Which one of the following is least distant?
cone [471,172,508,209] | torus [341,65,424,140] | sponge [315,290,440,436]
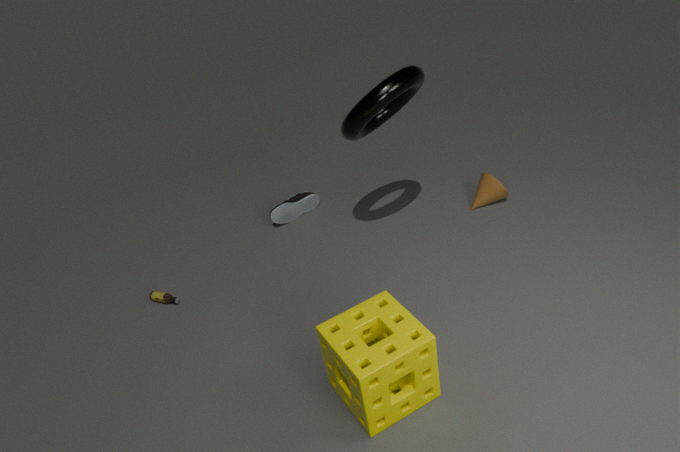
sponge [315,290,440,436]
